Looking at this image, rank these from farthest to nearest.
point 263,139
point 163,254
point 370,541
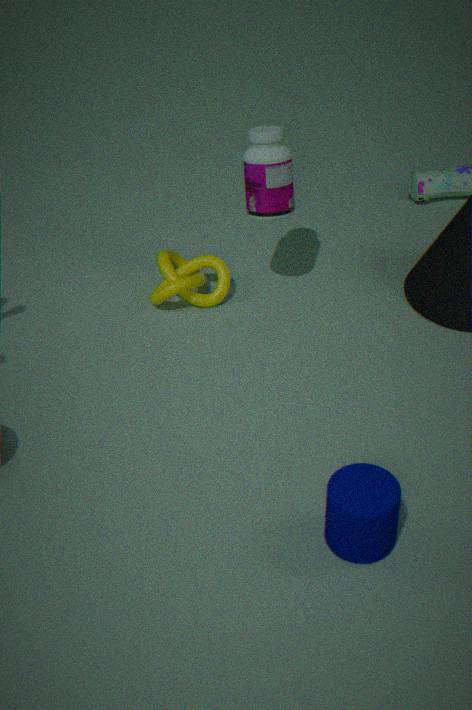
point 163,254, point 263,139, point 370,541
